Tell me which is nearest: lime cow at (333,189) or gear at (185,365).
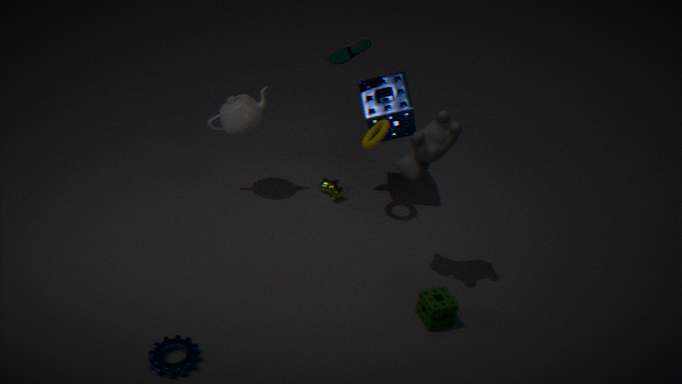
gear at (185,365)
